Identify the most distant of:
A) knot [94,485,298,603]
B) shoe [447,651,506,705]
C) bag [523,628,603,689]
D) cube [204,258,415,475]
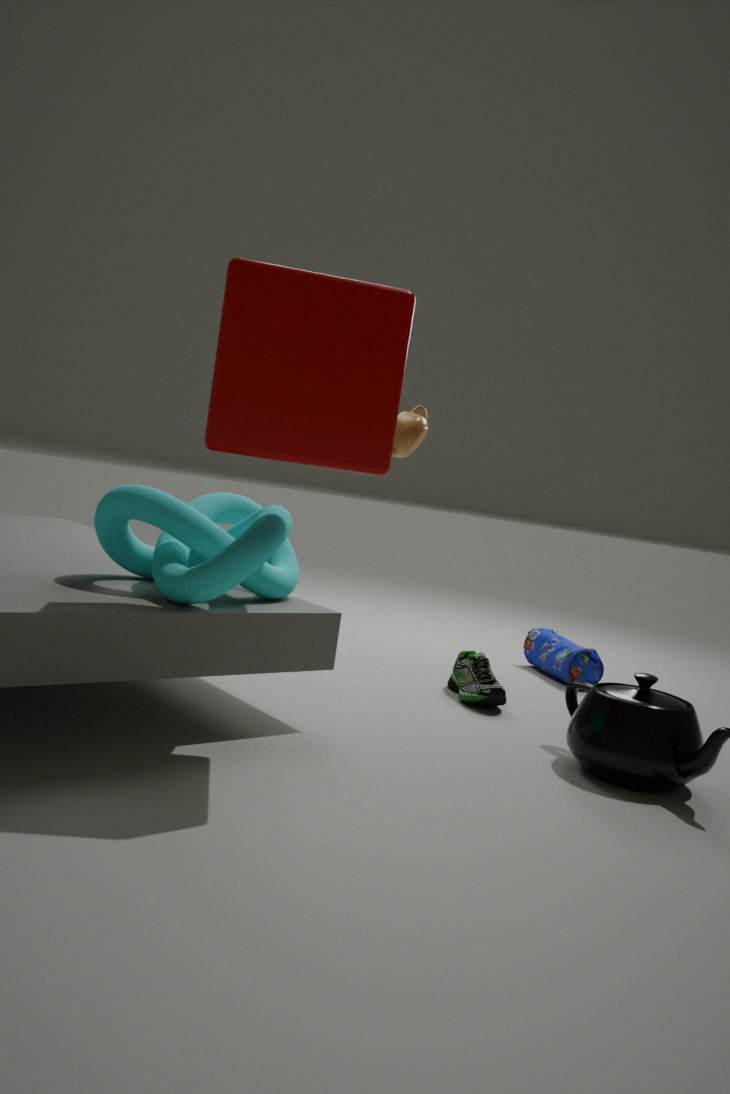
bag [523,628,603,689]
